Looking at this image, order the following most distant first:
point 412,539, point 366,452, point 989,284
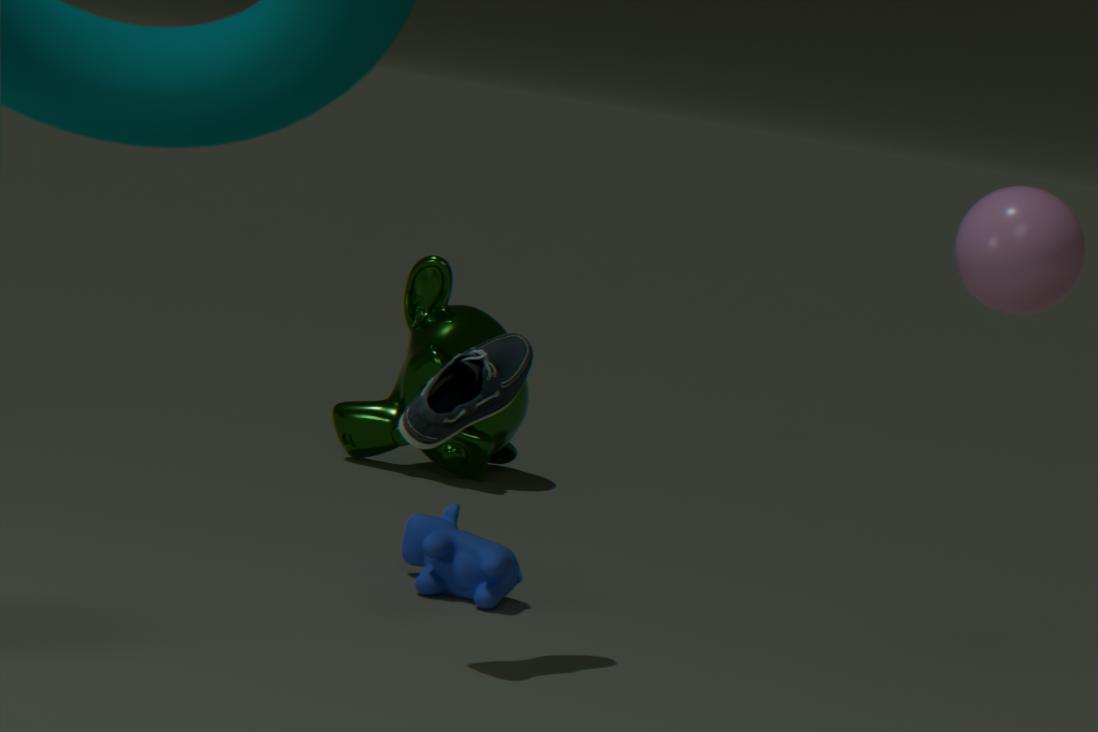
point 366,452 < point 412,539 < point 989,284
